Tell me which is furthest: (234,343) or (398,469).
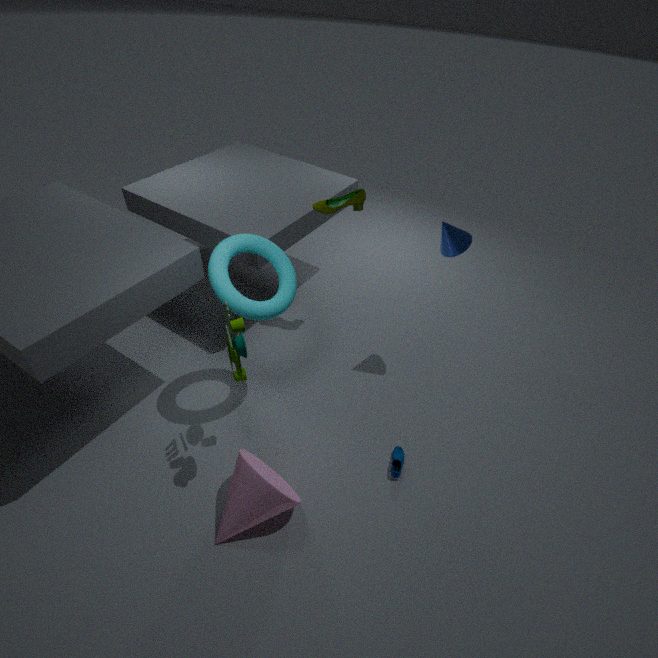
(398,469)
